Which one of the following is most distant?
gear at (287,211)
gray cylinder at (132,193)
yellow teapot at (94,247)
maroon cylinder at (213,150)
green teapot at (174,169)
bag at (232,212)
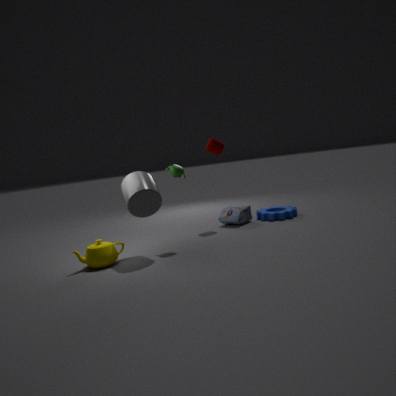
gear at (287,211)
